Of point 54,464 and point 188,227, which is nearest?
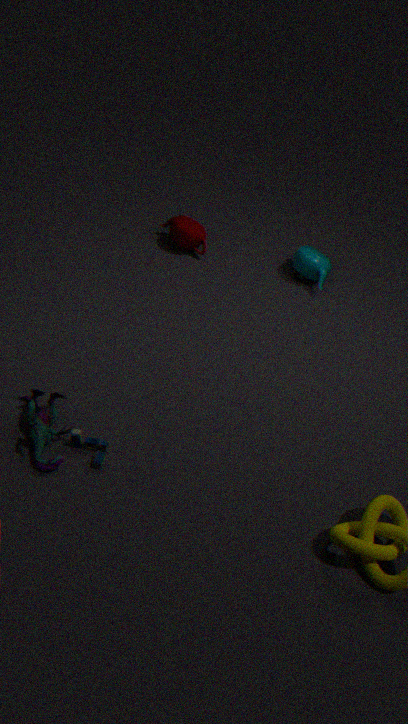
point 54,464
